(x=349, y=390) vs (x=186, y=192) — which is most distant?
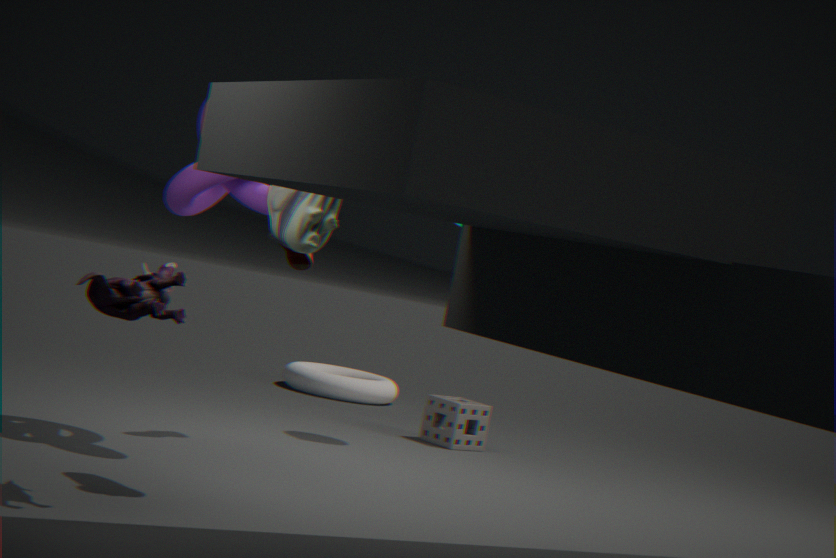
(x=349, y=390)
